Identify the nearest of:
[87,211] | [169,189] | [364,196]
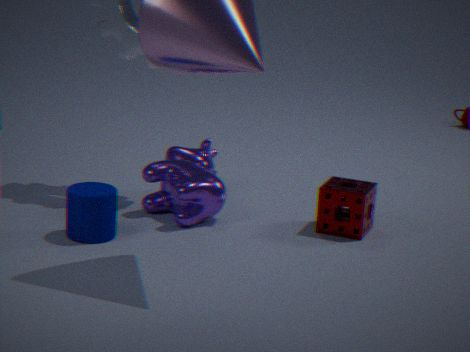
[87,211]
